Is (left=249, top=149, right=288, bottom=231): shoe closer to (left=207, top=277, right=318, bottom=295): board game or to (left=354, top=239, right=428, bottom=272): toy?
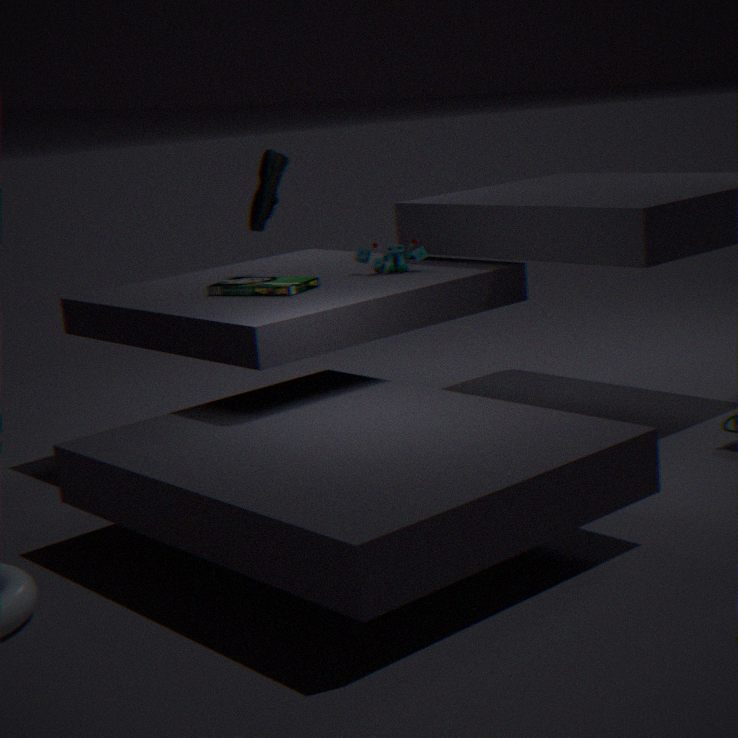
(left=207, top=277, right=318, bottom=295): board game
